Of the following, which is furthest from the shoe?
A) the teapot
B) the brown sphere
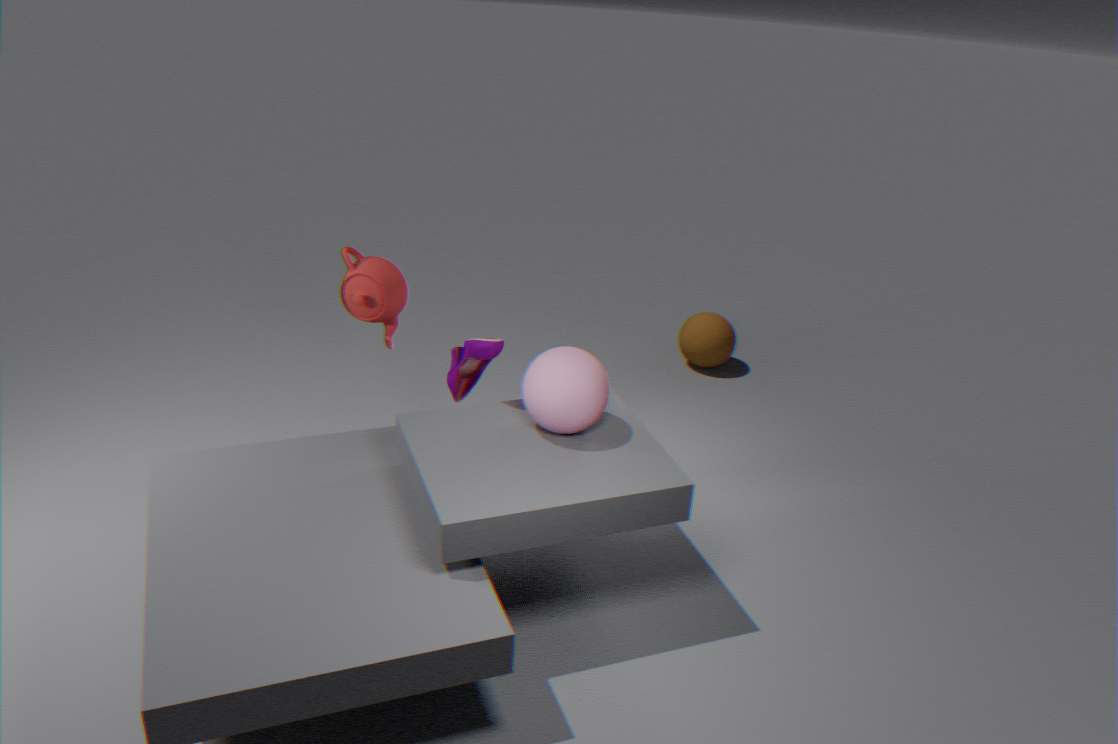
the brown sphere
